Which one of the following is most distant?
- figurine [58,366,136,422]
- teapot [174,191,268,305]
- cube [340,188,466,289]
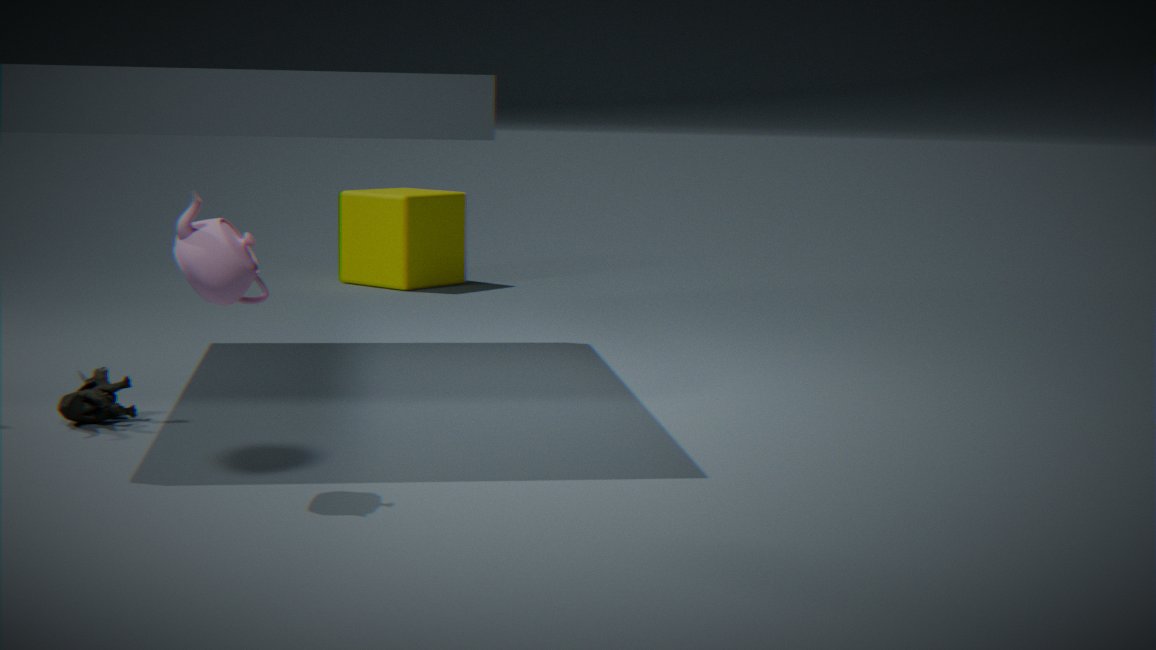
cube [340,188,466,289]
